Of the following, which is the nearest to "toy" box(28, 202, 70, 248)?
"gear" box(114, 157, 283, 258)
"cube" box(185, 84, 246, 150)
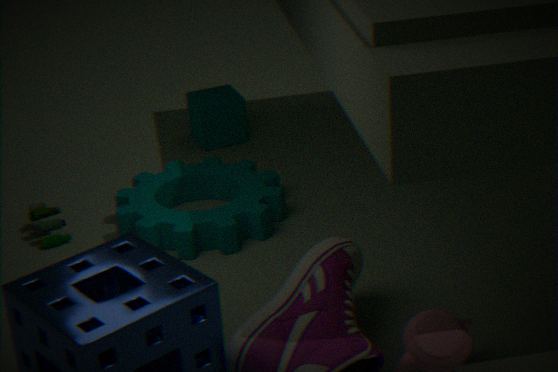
"gear" box(114, 157, 283, 258)
